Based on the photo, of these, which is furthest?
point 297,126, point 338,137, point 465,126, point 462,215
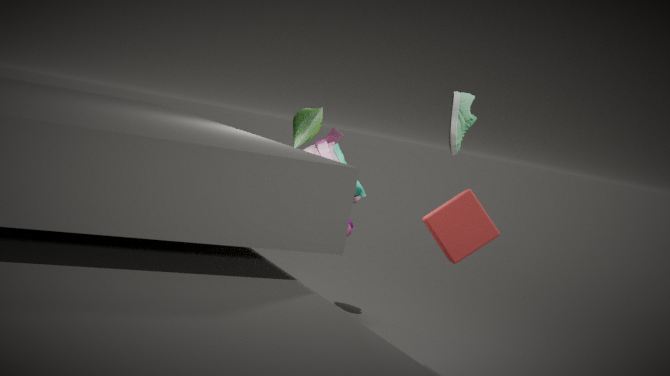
point 465,126
